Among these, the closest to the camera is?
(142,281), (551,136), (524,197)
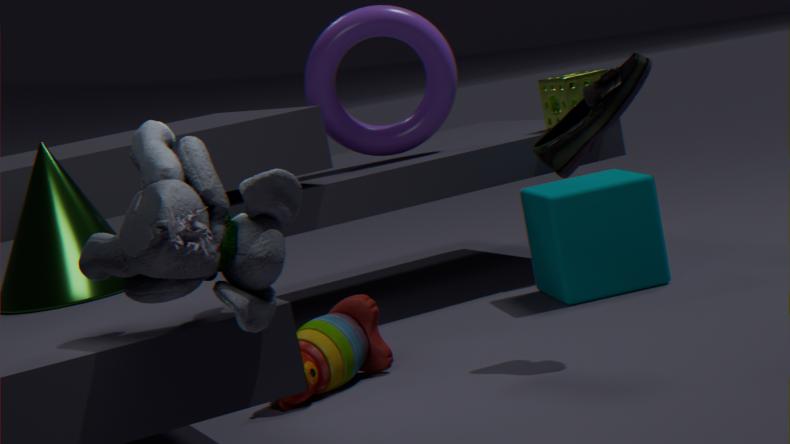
(142,281)
